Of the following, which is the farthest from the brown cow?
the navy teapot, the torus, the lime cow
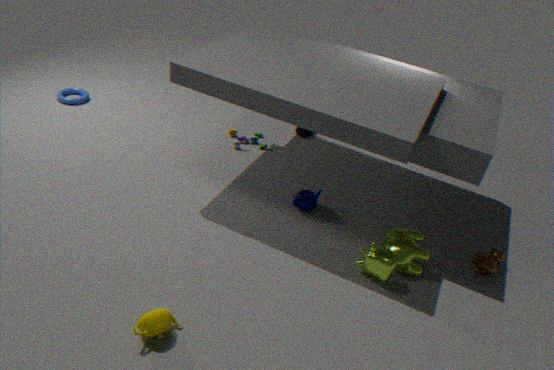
the torus
